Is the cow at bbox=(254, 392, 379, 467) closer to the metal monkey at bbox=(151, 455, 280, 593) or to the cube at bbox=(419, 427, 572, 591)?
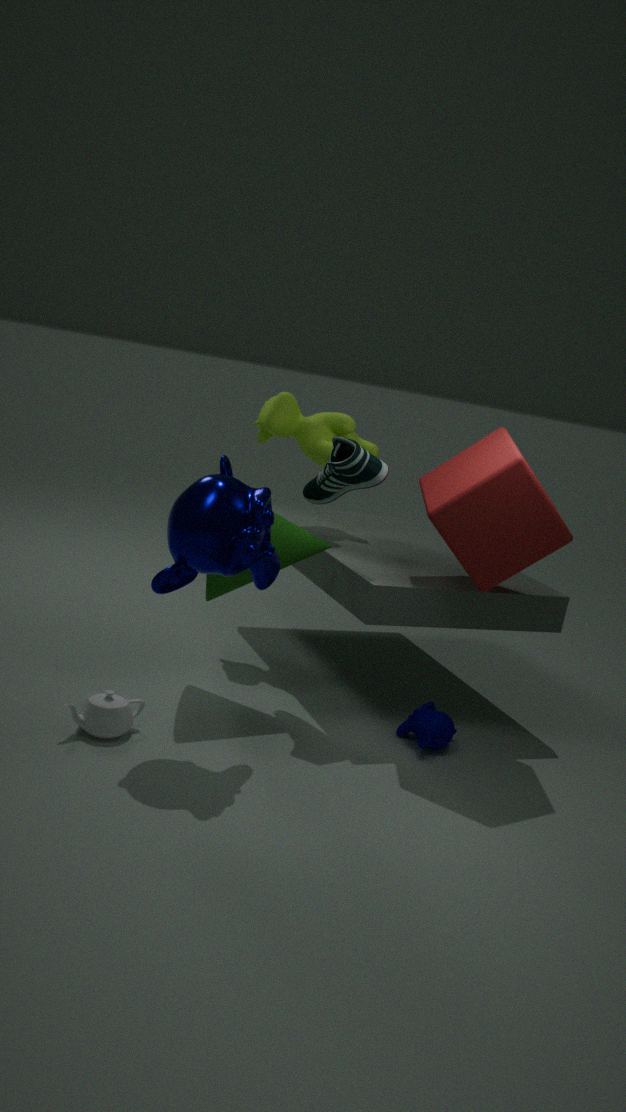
the cube at bbox=(419, 427, 572, 591)
